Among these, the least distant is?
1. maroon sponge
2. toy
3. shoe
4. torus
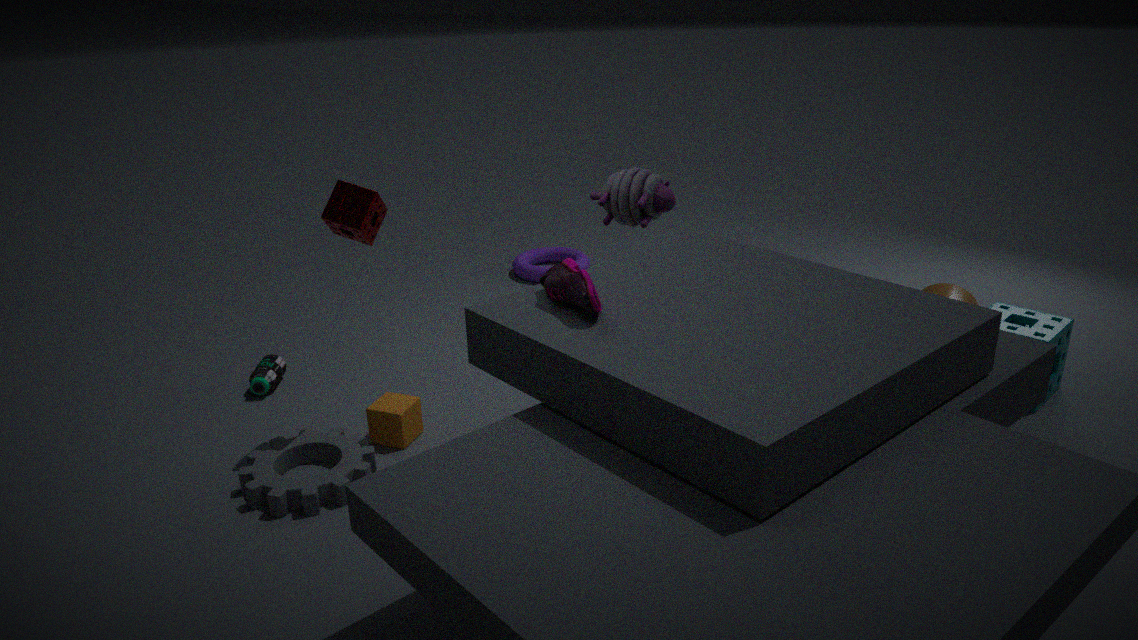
shoe
